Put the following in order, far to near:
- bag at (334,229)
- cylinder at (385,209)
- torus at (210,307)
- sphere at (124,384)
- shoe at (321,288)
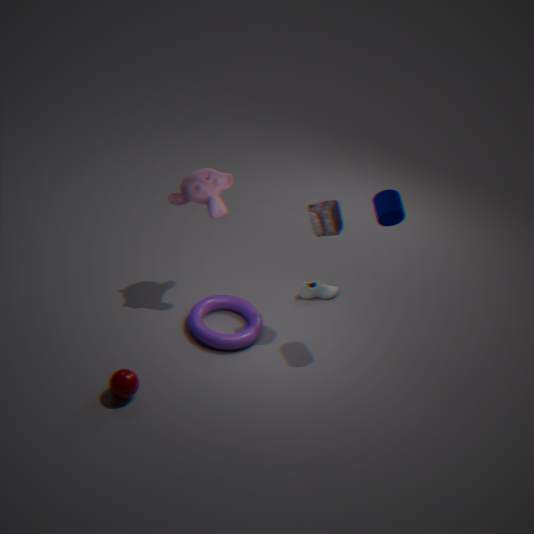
shoe at (321,288), torus at (210,307), bag at (334,229), cylinder at (385,209), sphere at (124,384)
